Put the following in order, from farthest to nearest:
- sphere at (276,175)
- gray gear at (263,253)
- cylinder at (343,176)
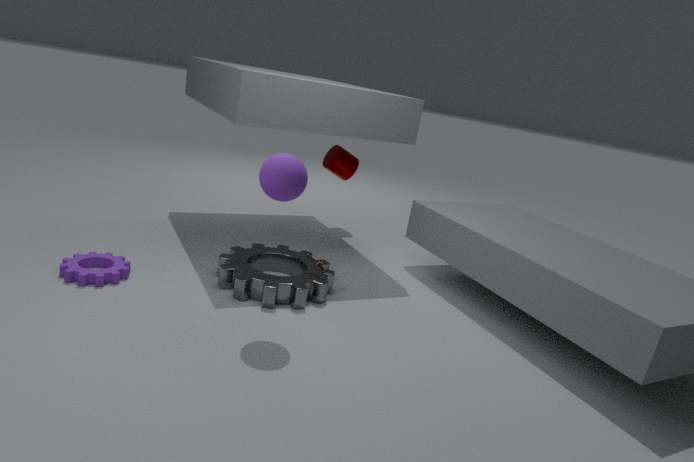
cylinder at (343,176) → gray gear at (263,253) → sphere at (276,175)
